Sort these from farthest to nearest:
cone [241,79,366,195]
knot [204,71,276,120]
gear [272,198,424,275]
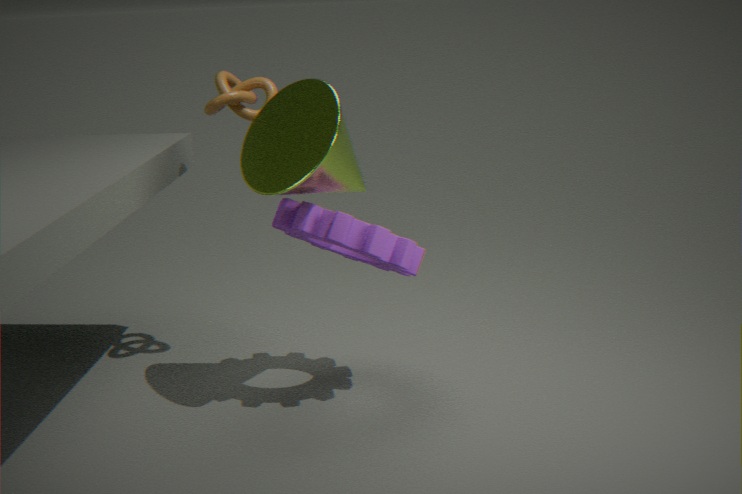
knot [204,71,276,120]
gear [272,198,424,275]
cone [241,79,366,195]
